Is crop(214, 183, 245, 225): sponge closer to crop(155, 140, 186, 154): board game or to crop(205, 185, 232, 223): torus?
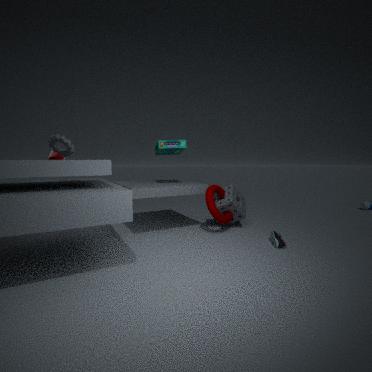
crop(205, 185, 232, 223): torus
